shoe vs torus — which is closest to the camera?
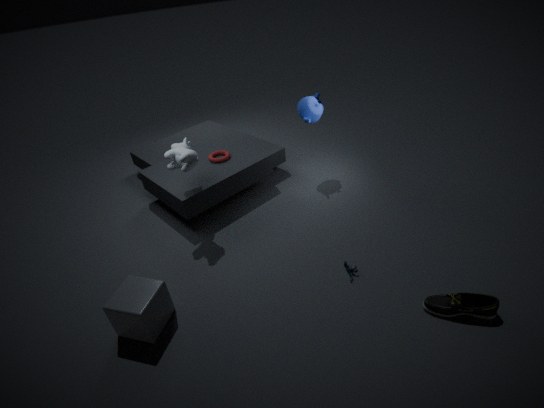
shoe
